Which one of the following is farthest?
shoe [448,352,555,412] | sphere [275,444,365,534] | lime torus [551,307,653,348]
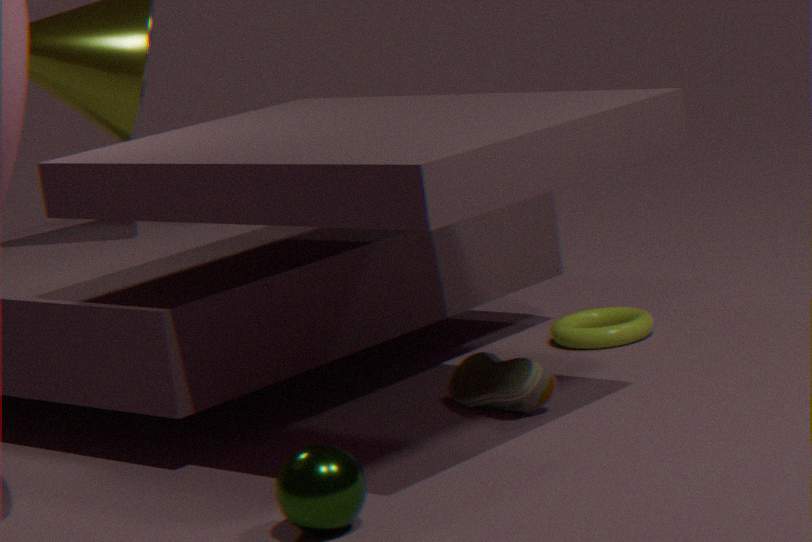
lime torus [551,307,653,348]
